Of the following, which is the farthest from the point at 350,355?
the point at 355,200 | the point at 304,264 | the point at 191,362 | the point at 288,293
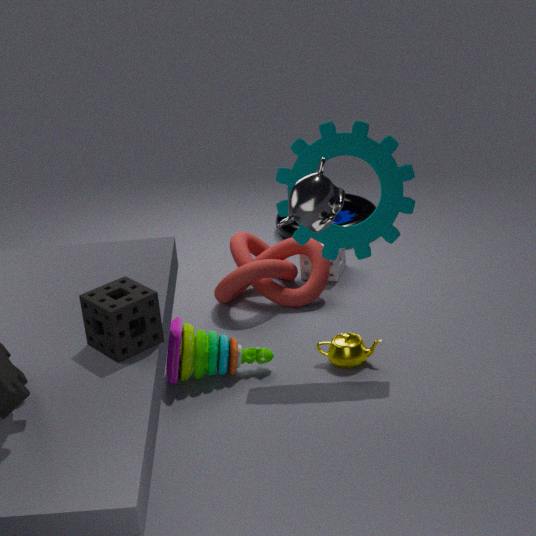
the point at 355,200
